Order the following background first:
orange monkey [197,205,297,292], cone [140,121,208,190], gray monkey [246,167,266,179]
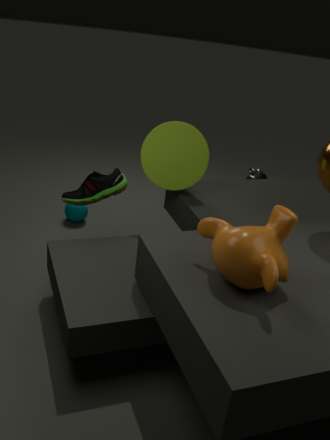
1. gray monkey [246,167,266,179]
2. cone [140,121,208,190]
3. orange monkey [197,205,297,292]
